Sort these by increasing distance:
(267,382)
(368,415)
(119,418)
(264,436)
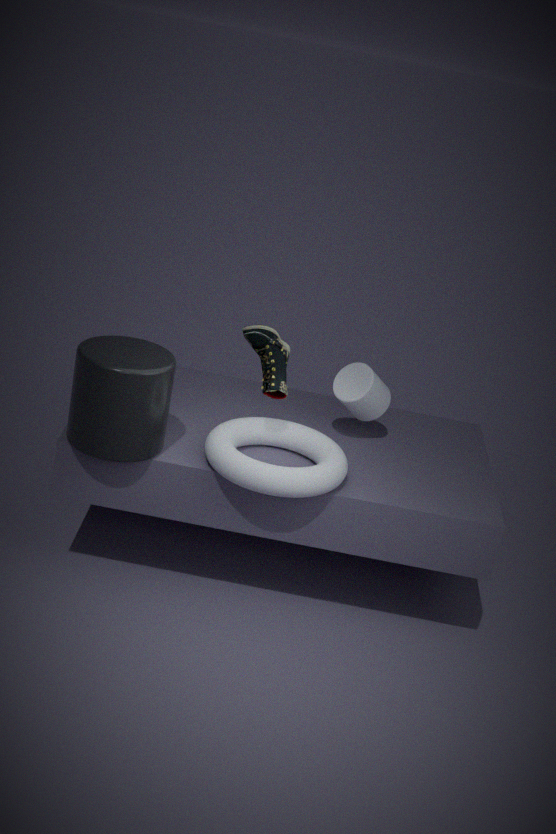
(119,418) → (267,382) → (264,436) → (368,415)
